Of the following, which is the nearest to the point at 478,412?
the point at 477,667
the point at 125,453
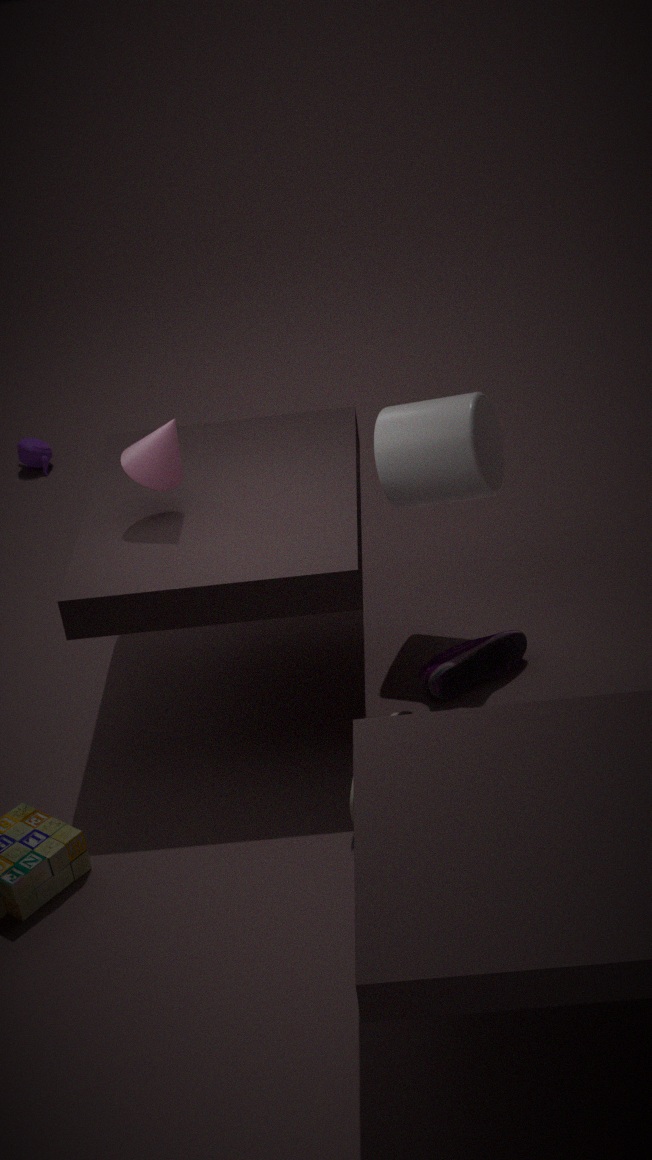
the point at 477,667
